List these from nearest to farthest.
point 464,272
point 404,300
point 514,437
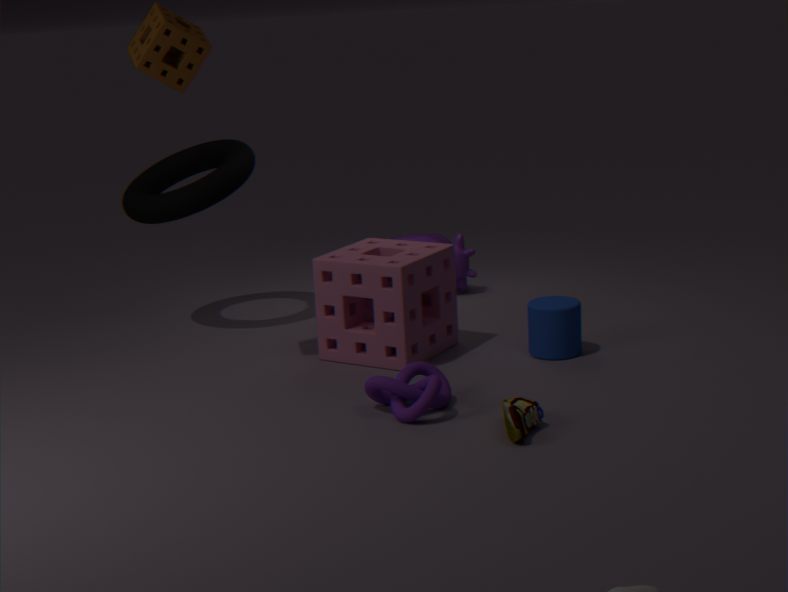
point 514,437 < point 404,300 < point 464,272
